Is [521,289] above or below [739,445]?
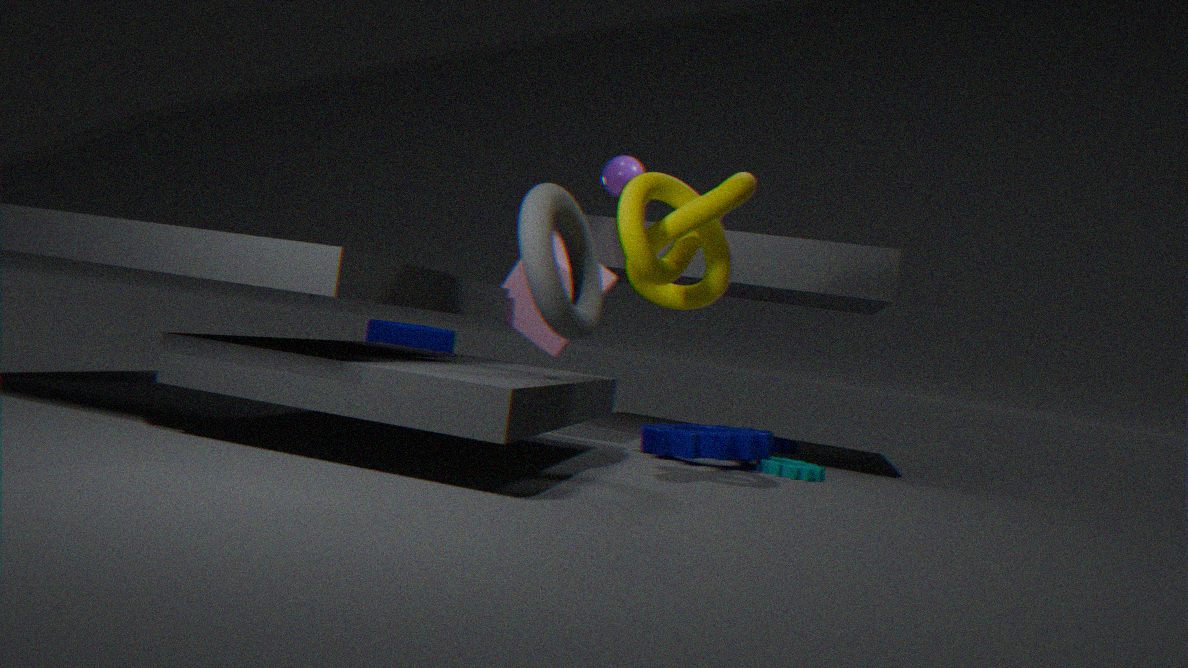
above
